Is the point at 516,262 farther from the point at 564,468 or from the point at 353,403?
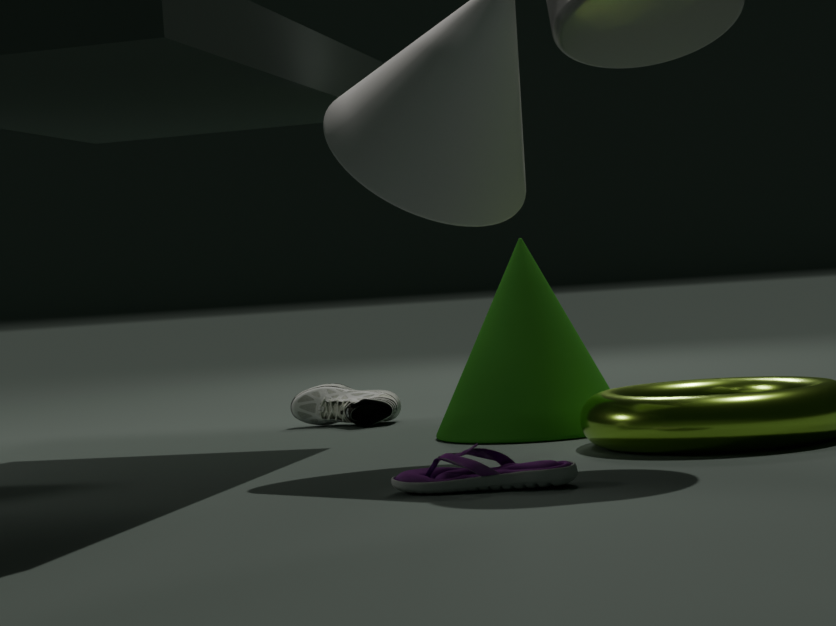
the point at 564,468
